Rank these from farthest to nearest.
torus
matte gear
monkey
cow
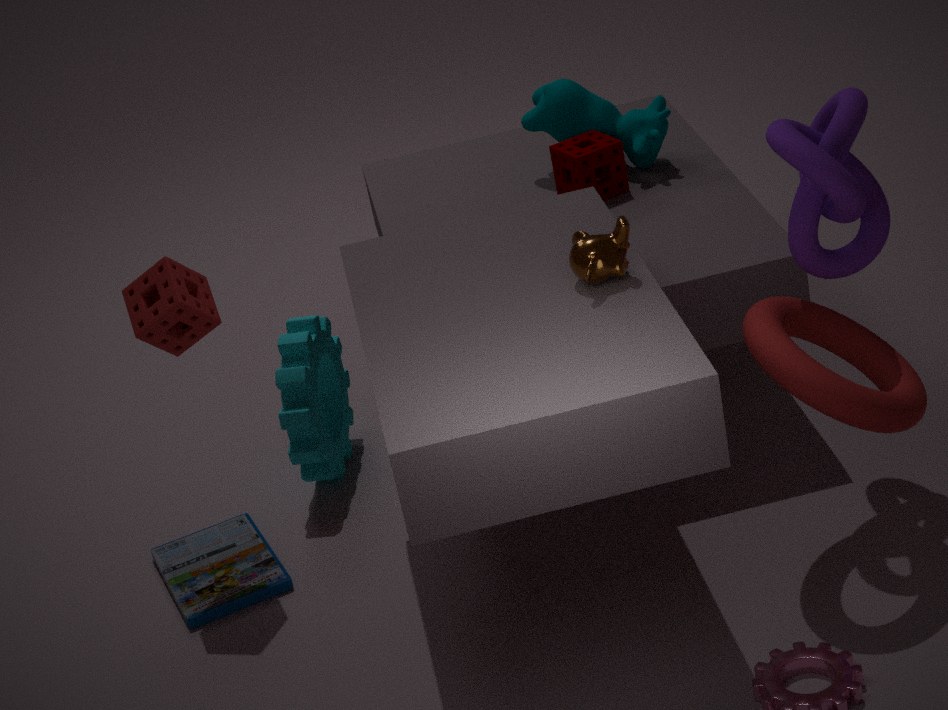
cow < matte gear < monkey < torus
